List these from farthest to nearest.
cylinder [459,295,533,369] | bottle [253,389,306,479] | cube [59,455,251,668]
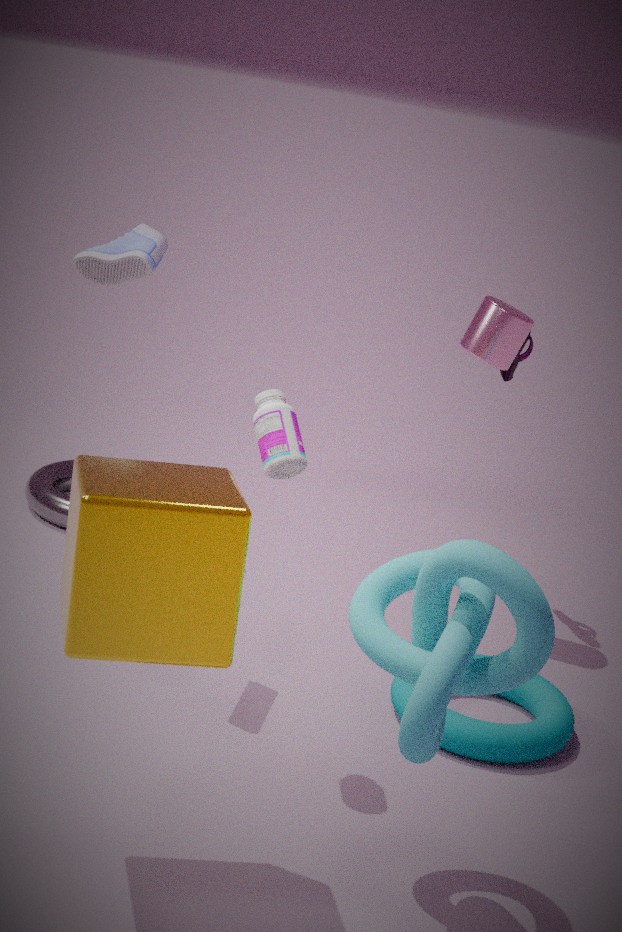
1. cylinder [459,295,533,369]
2. bottle [253,389,306,479]
3. cube [59,455,251,668]
